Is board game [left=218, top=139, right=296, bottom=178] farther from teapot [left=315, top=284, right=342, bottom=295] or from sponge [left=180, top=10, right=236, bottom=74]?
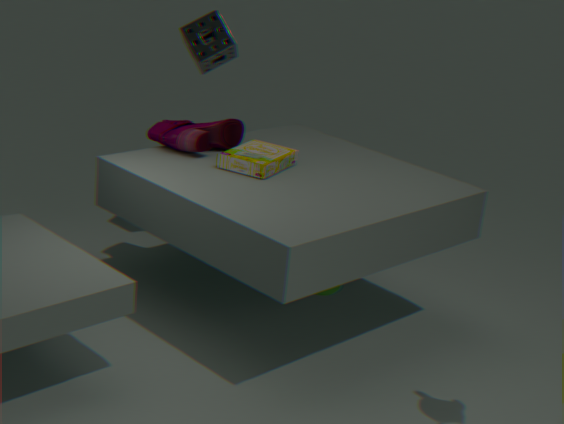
sponge [left=180, top=10, right=236, bottom=74]
